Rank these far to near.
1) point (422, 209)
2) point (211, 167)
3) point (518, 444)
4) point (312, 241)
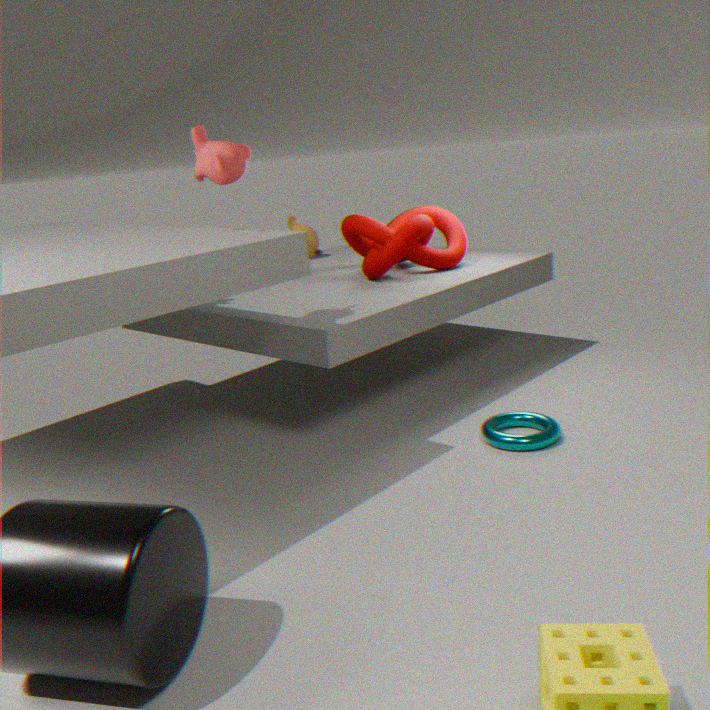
1. 4. point (312, 241)
2. 1. point (422, 209)
3. 3. point (518, 444)
4. 2. point (211, 167)
